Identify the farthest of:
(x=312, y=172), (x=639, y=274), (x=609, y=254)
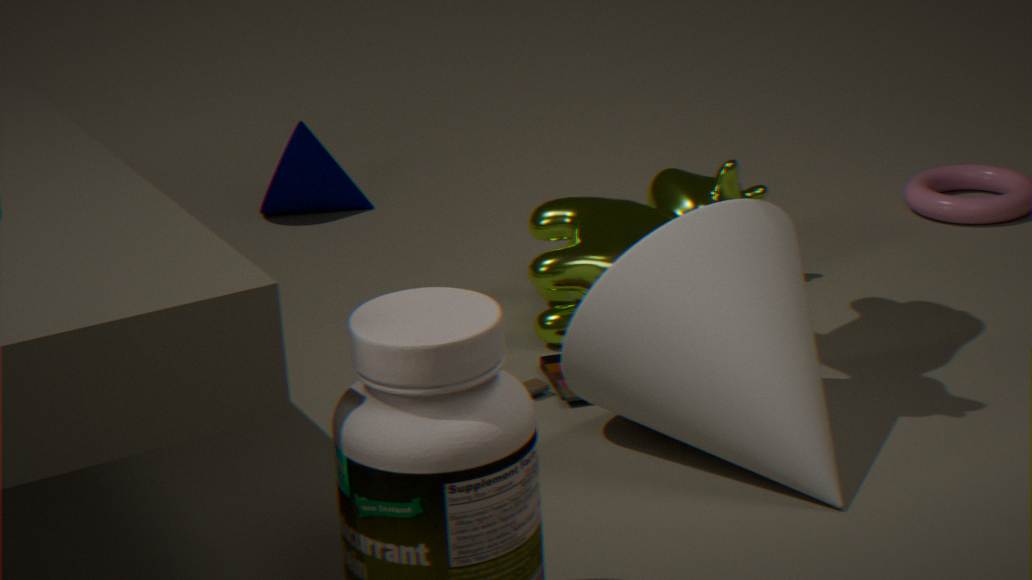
(x=312, y=172)
